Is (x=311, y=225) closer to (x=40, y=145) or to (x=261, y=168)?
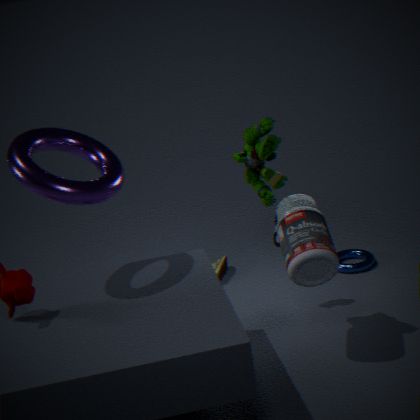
(x=261, y=168)
